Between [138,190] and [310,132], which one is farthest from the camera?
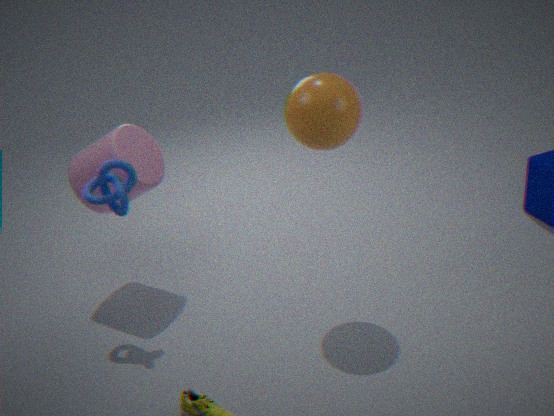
[138,190]
